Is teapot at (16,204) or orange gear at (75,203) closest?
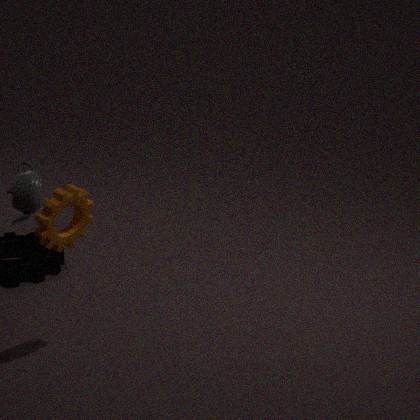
teapot at (16,204)
